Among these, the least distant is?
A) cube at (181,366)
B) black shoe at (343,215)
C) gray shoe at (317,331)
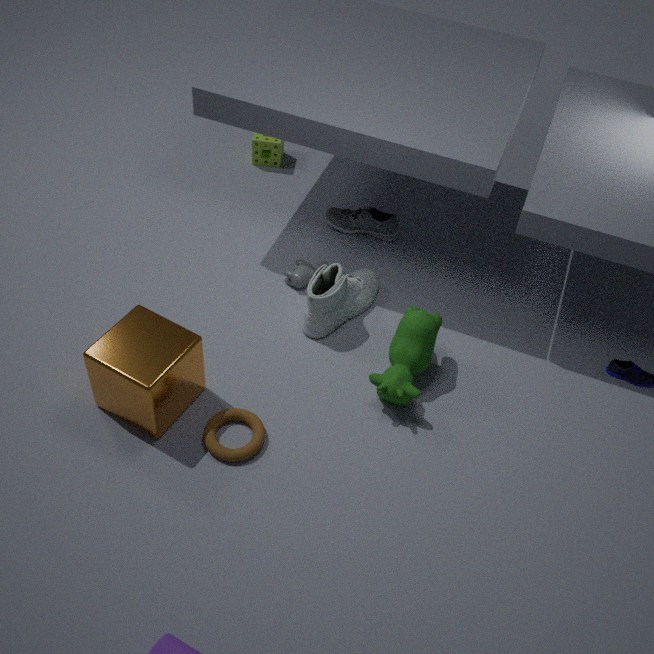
cube at (181,366)
